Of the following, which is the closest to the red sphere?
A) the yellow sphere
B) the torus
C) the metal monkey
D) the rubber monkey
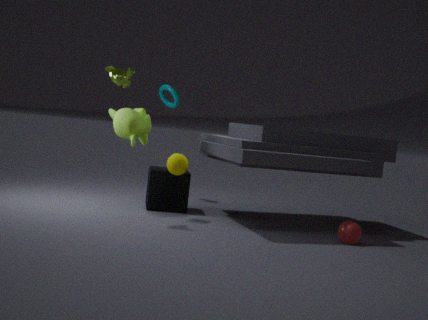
the yellow sphere
